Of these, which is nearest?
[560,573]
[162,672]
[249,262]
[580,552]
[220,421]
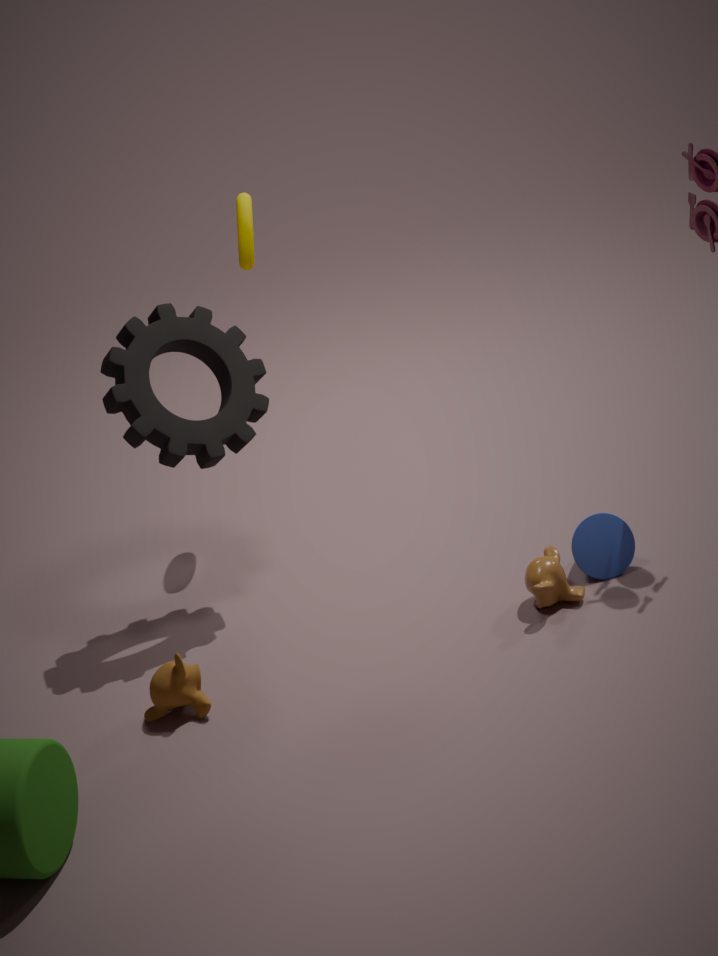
[162,672]
